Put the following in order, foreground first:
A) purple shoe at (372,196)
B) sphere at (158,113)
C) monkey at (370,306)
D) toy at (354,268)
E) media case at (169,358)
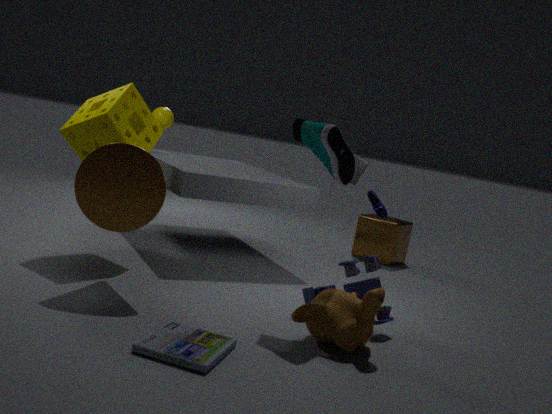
media case at (169,358), monkey at (370,306), toy at (354,268), purple shoe at (372,196), sphere at (158,113)
